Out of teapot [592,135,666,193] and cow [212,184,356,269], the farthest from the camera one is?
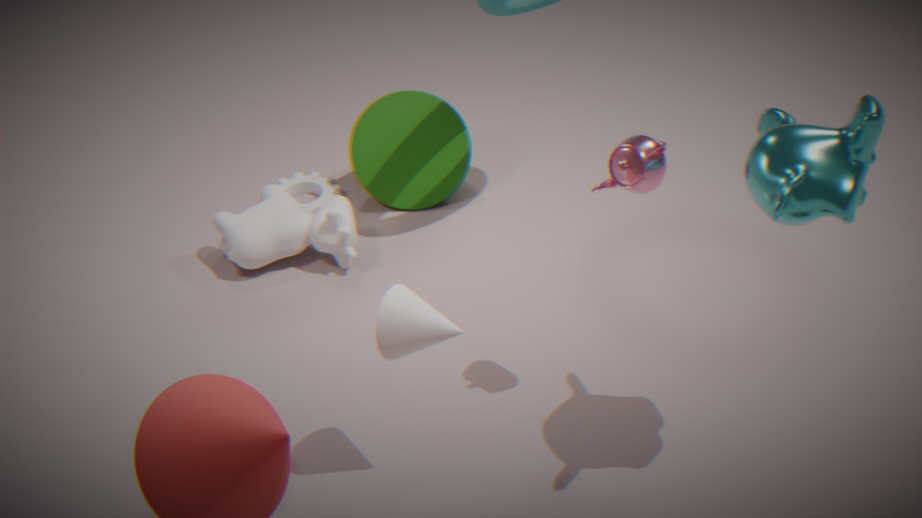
cow [212,184,356,269]
